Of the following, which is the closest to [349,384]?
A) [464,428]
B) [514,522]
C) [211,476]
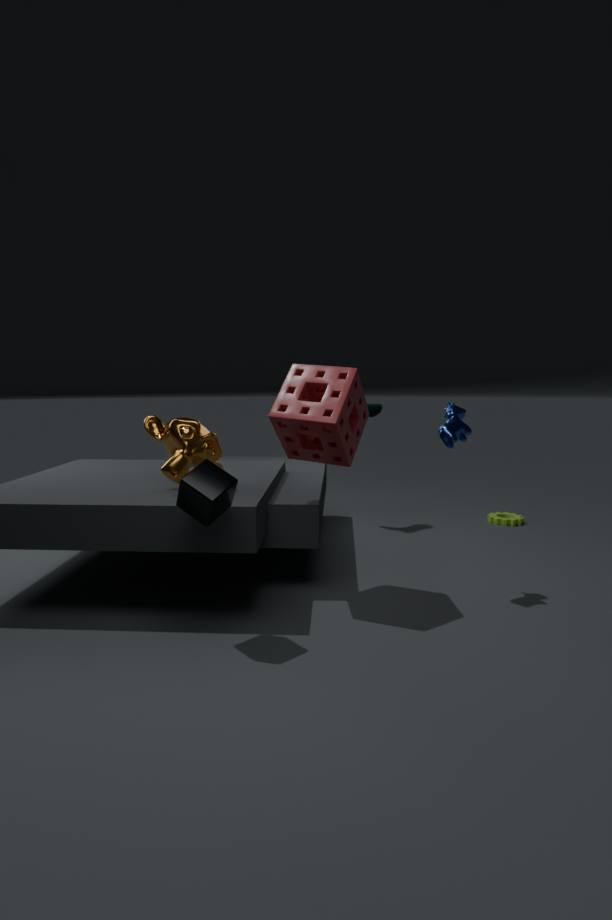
[464,428]
